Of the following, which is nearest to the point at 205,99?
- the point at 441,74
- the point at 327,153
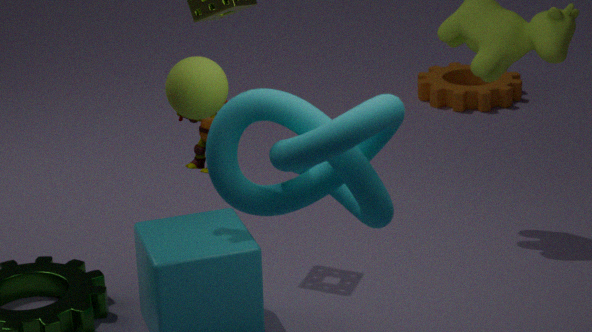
the point at 327,153
